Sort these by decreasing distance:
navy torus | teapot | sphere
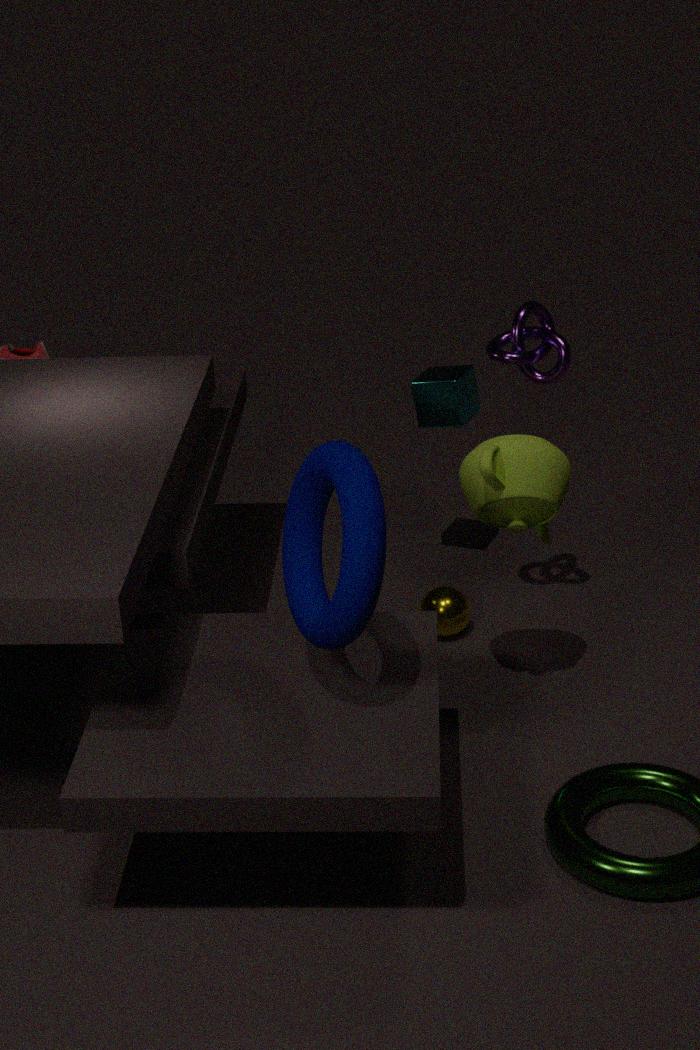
sphere, teapot, navy torus
